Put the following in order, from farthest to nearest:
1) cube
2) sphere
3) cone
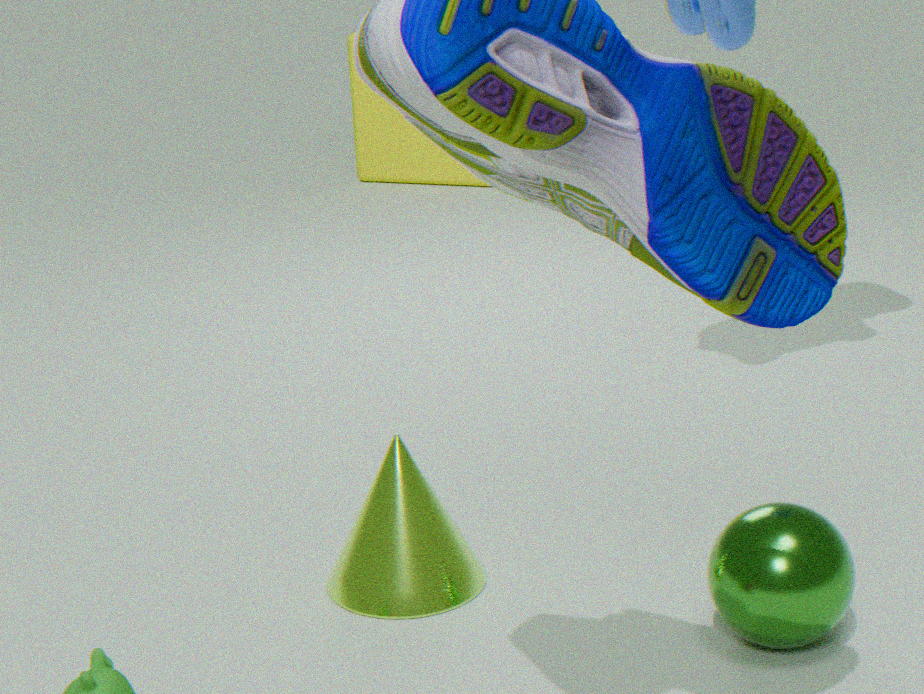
1. cube
3. cone
2. sphere
